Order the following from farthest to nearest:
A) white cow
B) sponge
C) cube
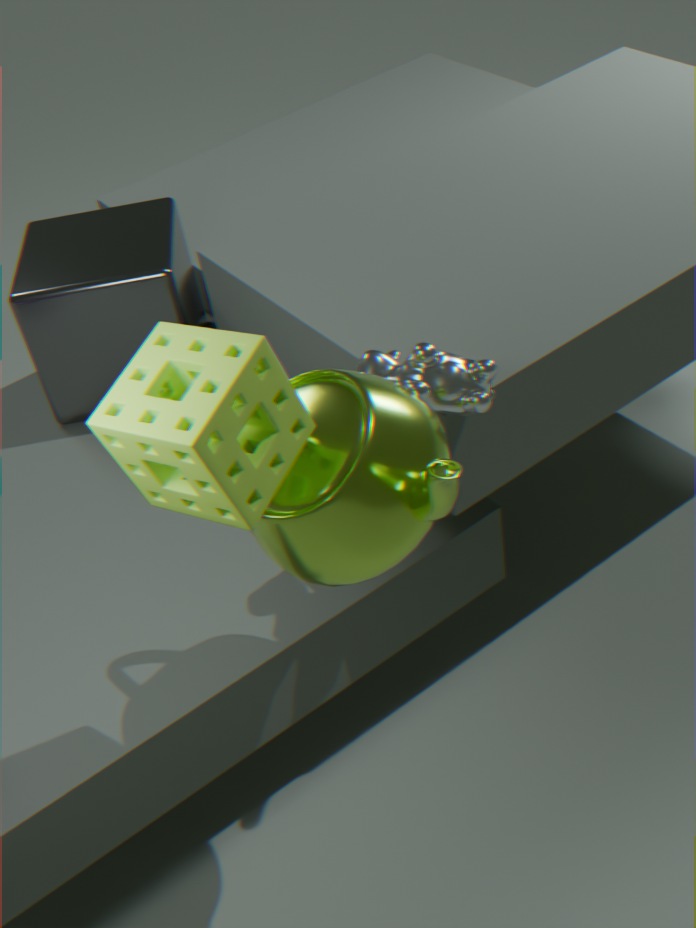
cube → white cow → sponge
